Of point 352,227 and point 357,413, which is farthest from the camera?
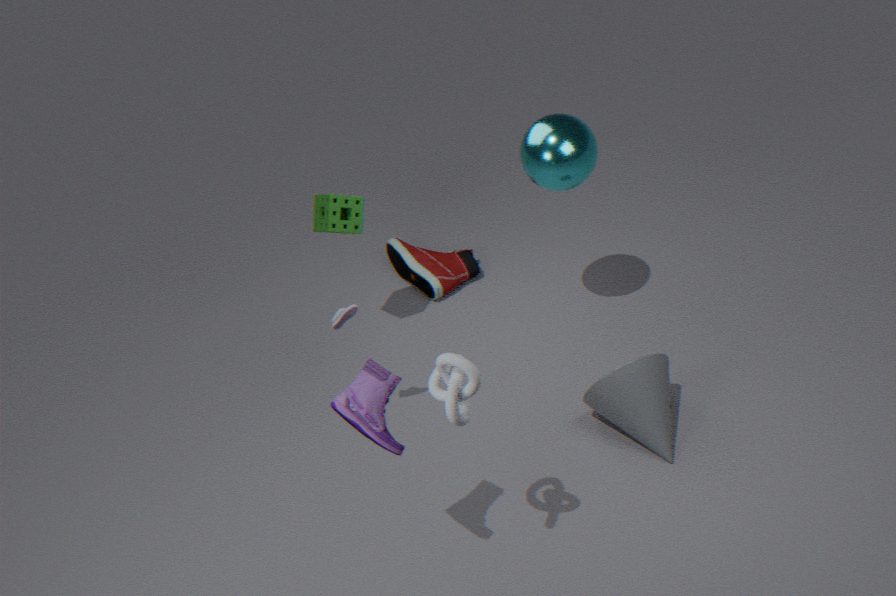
point 352,227
